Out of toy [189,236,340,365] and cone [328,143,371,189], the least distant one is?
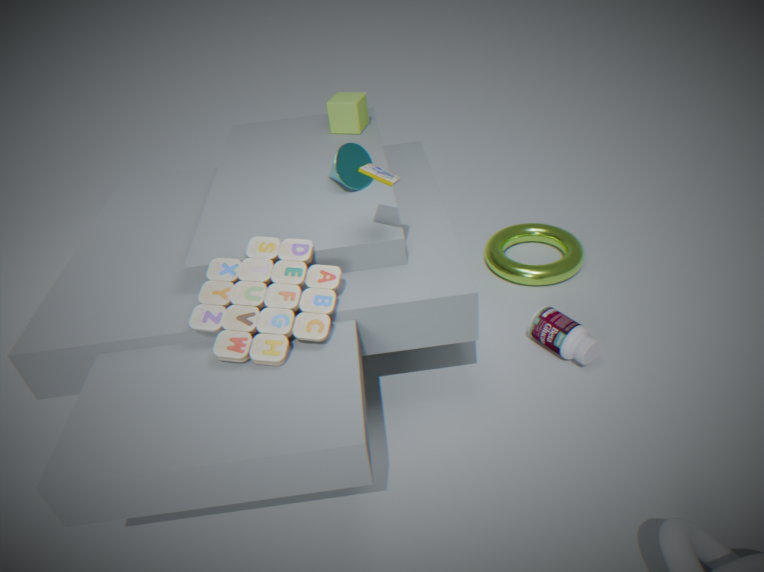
toy [189,236,340,365]
